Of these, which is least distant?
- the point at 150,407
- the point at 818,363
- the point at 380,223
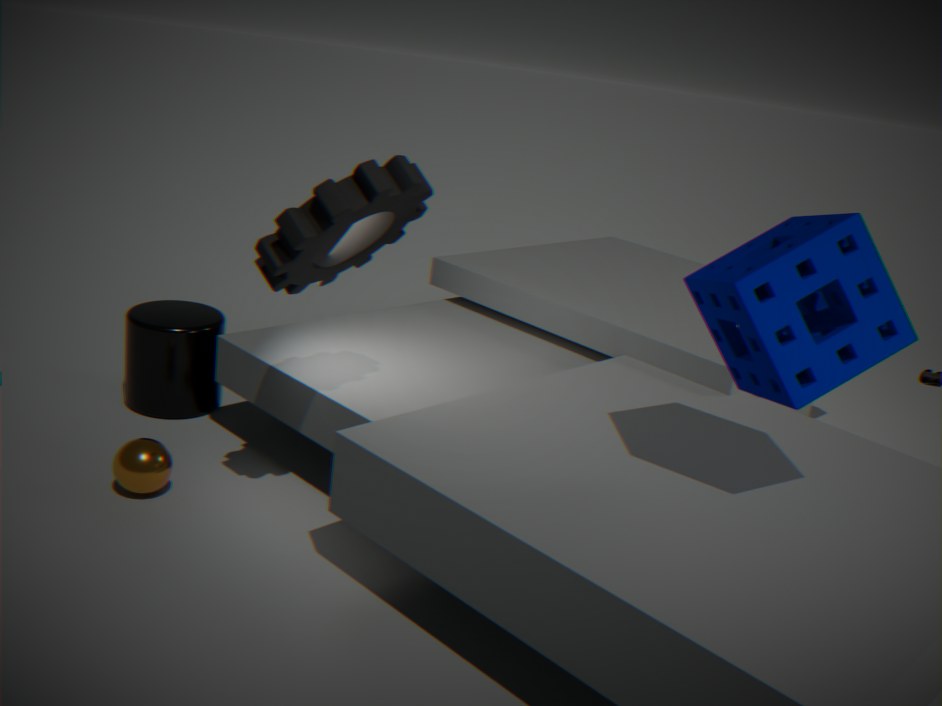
the point at 818,363
